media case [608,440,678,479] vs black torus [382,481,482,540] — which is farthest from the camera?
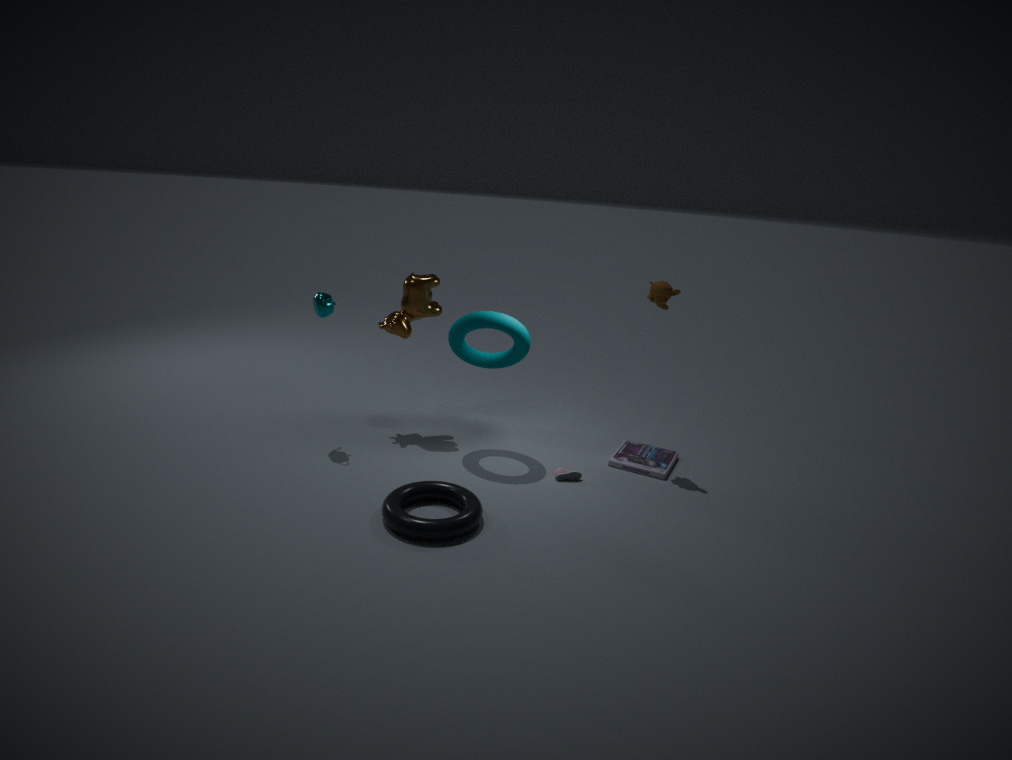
media case [608,440,678,479]
